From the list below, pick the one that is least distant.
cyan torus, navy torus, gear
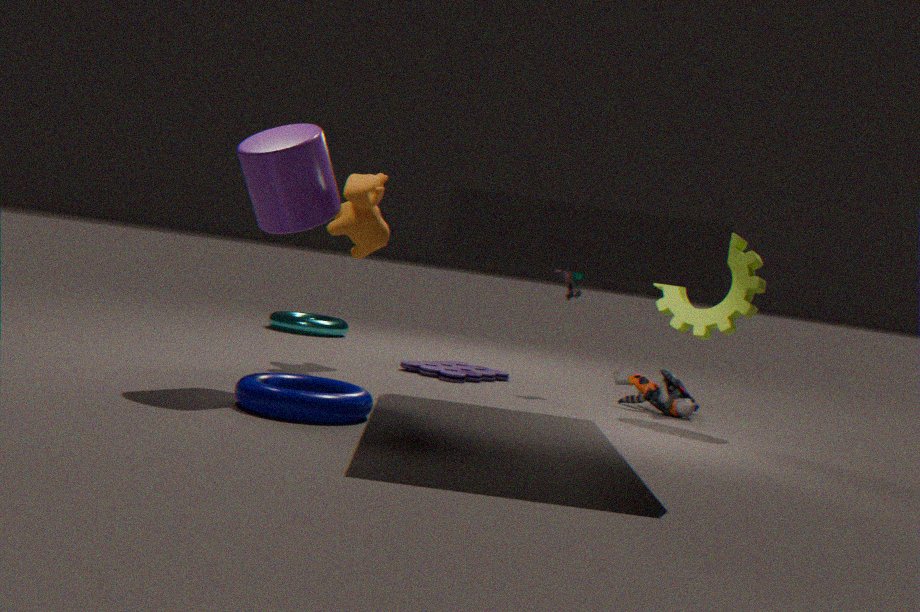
navy torus
